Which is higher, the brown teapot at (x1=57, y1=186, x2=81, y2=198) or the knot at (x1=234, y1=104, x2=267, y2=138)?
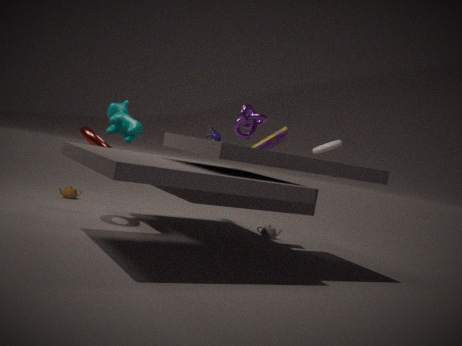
the knot at (x1=234, y1=104, x2=267, y2=138)
